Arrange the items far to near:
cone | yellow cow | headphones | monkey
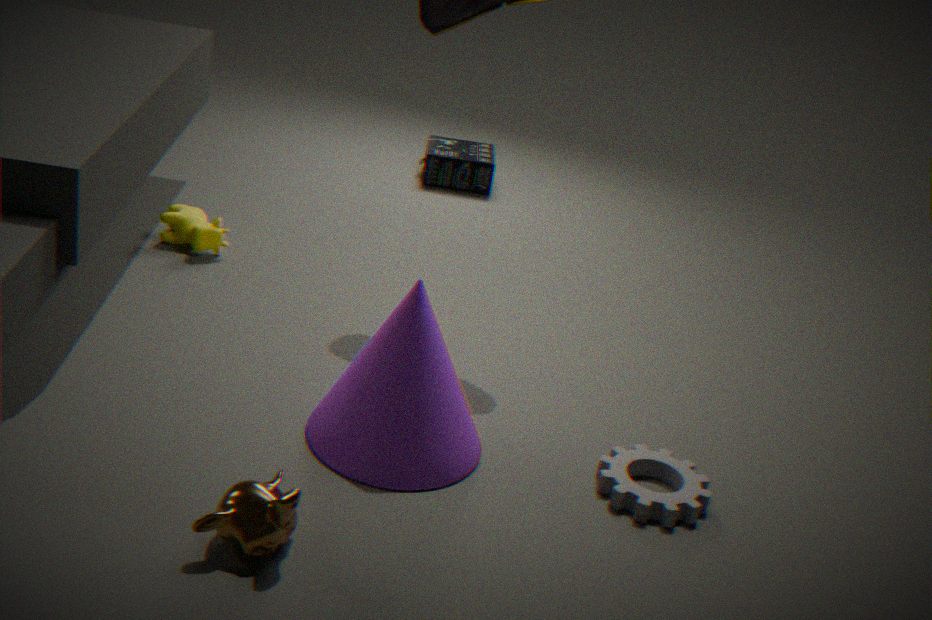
1. headphones
2. yellow cow
3. cone
4. monkey
